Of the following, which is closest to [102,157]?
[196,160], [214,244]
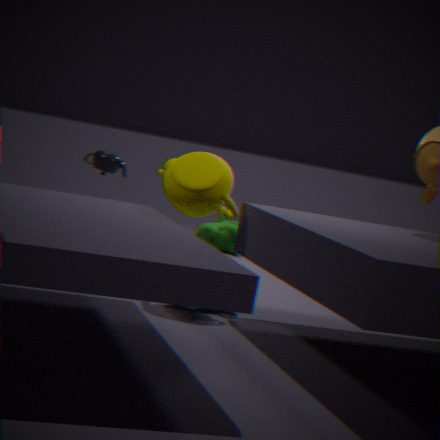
[196,160]
